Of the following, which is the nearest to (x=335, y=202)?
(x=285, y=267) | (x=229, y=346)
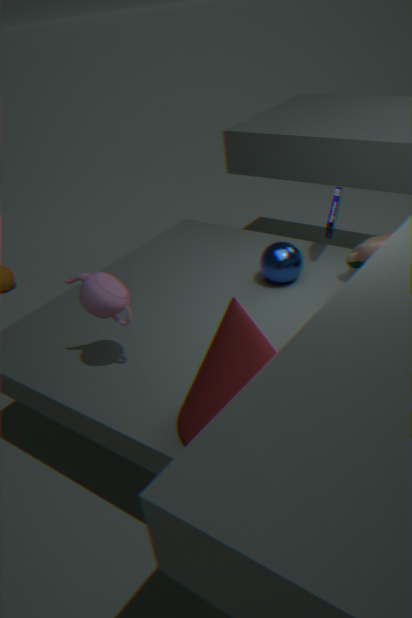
(x=285, y=267)
